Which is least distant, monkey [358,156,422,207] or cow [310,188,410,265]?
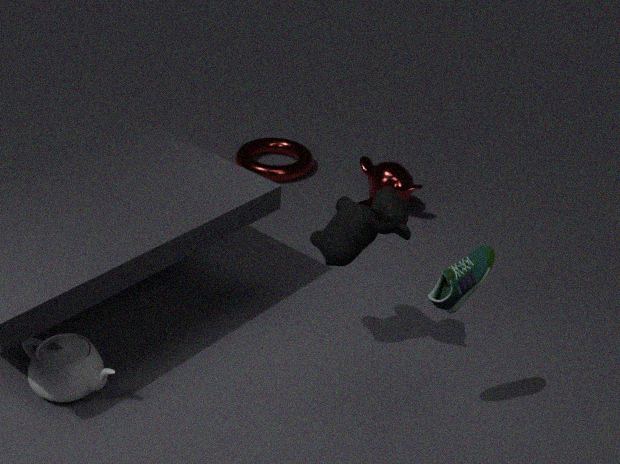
cow [310,188,410,265]
